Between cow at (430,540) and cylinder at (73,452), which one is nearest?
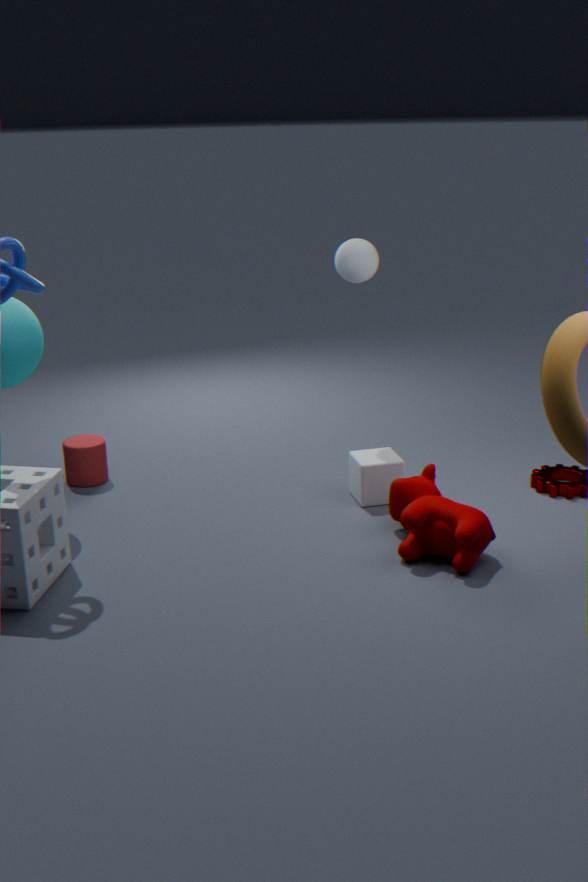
cow at (430,540)
